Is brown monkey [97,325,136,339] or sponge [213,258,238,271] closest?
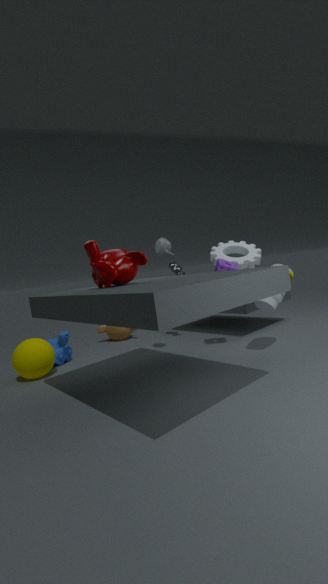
sponge [213,258,238,271]
